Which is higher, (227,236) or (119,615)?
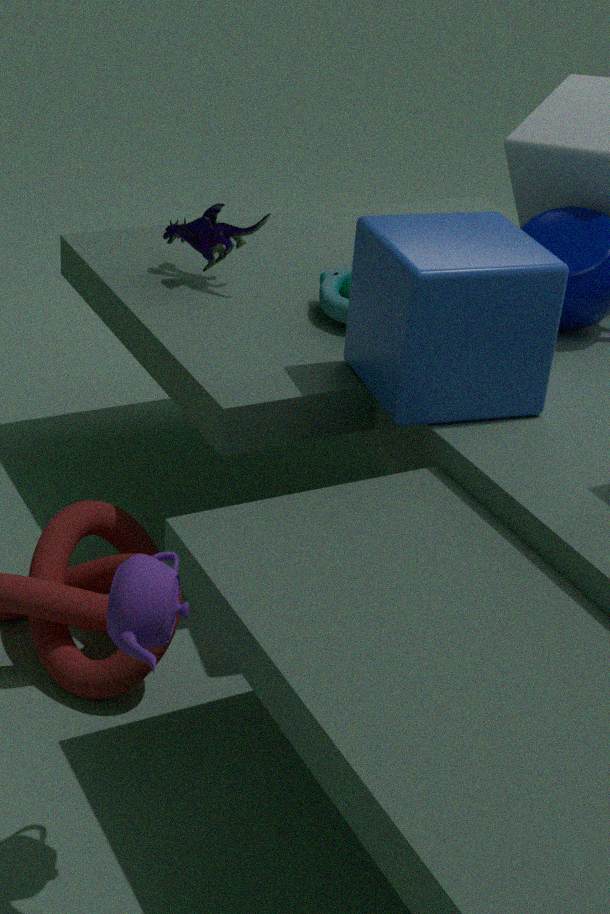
(227,236)
